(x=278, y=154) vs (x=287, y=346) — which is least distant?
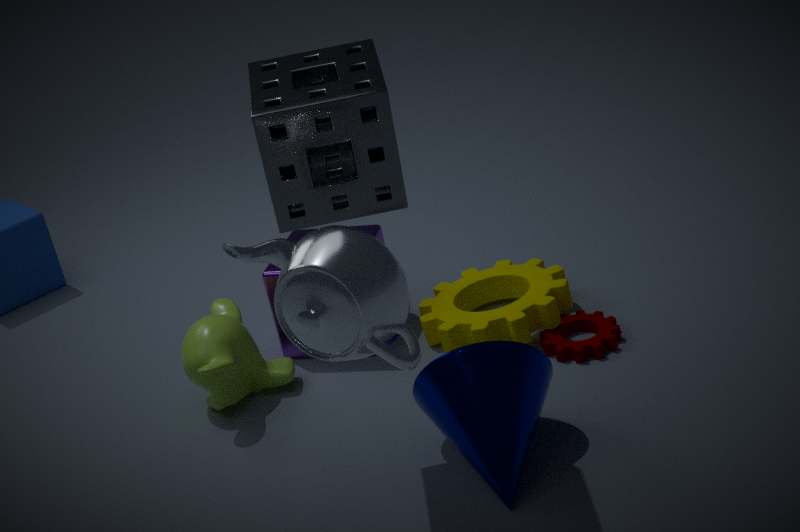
(x=278, y=154)
